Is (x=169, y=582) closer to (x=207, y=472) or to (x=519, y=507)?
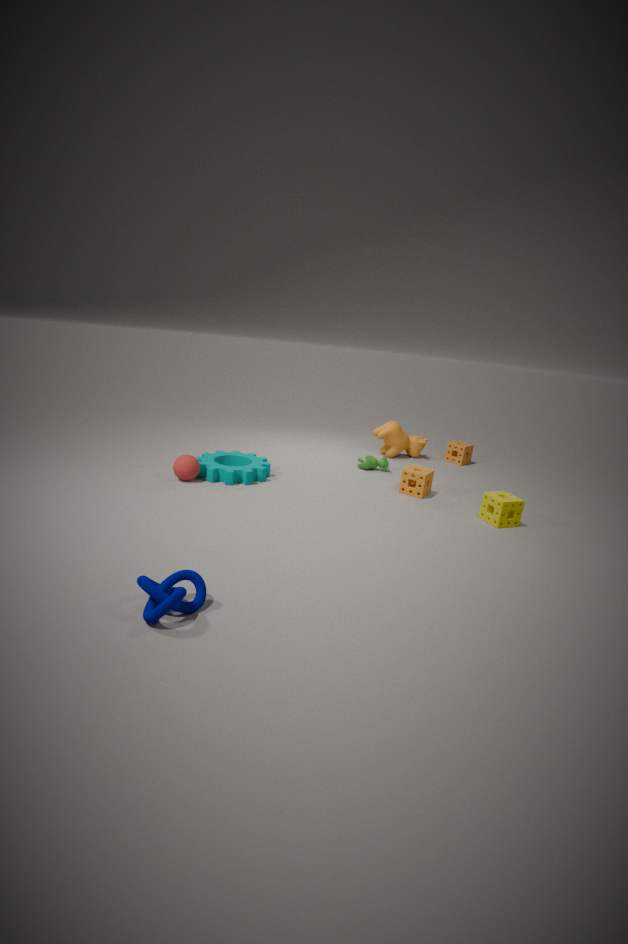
(x=207, y=472)
